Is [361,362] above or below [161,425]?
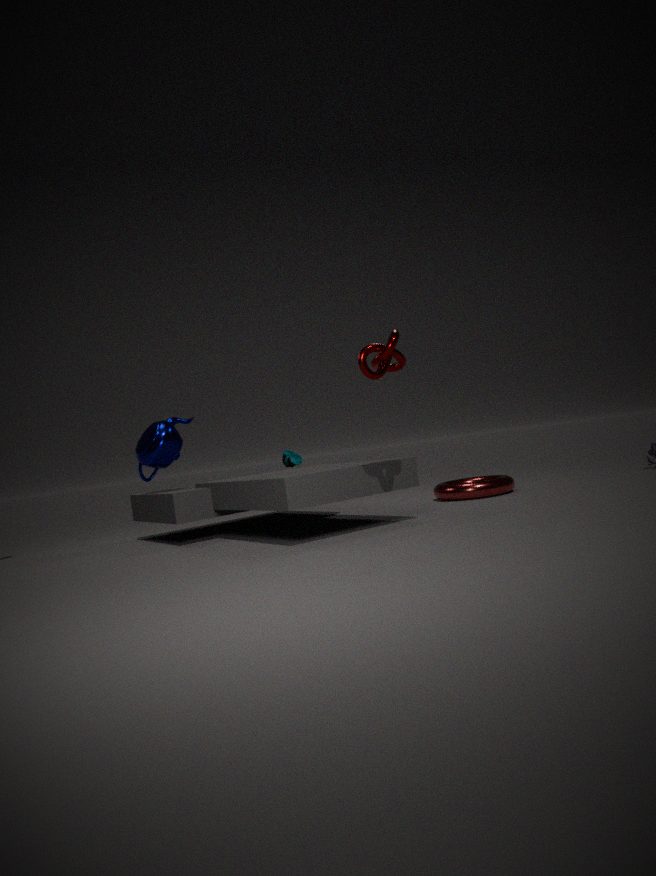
above
